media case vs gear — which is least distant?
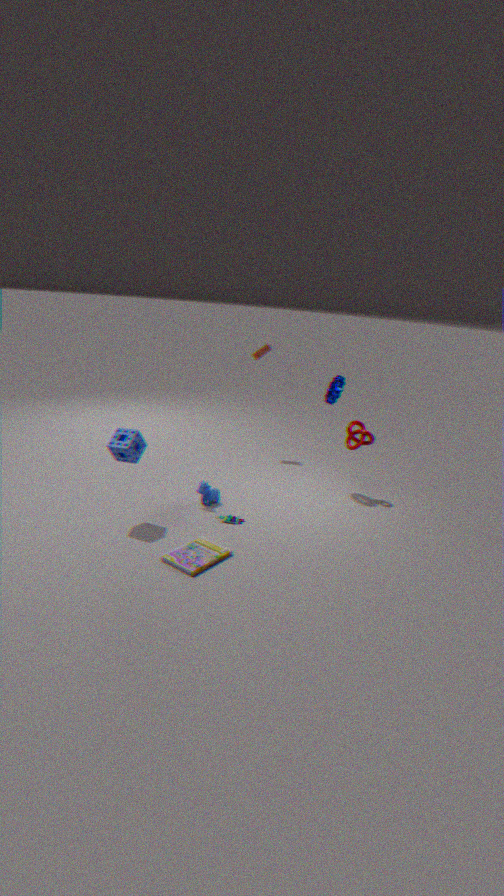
media case
